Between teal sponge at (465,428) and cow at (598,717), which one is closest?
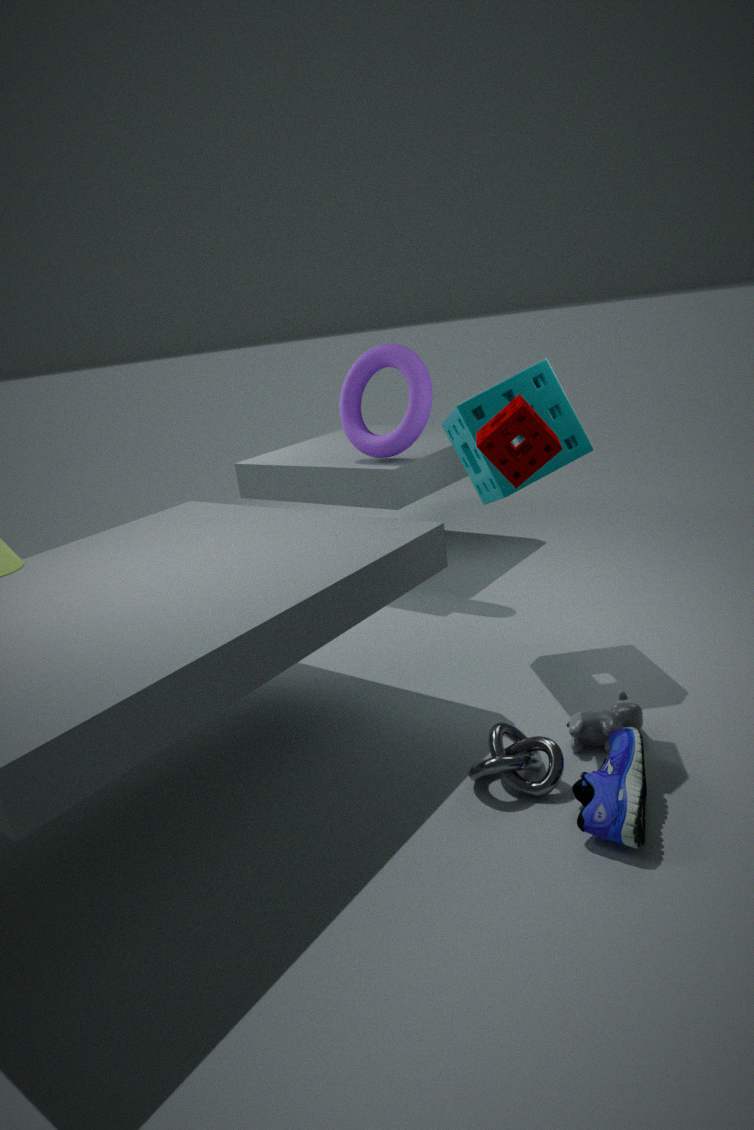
cow at (598,717)
